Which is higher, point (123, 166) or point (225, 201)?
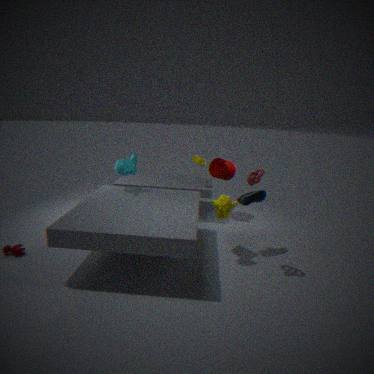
point (123, 166)
